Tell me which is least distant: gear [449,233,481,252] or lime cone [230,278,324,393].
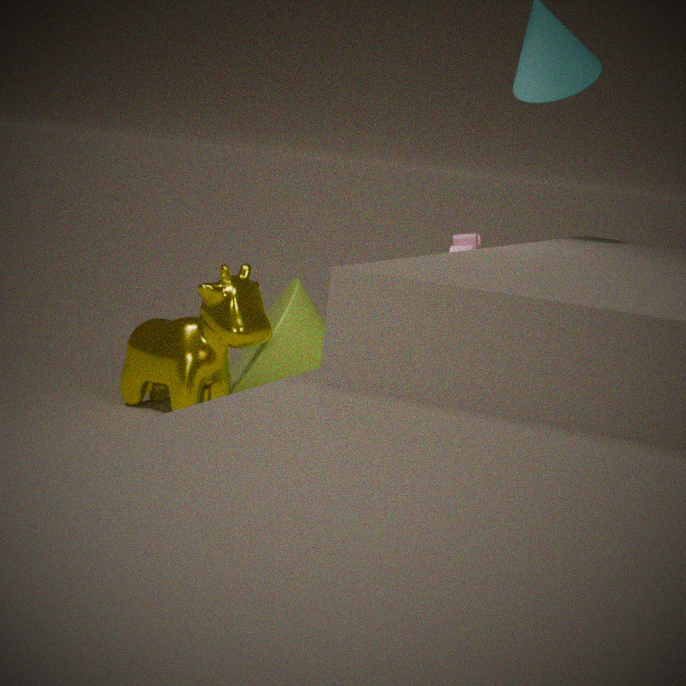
gear [449,233,481,252]
